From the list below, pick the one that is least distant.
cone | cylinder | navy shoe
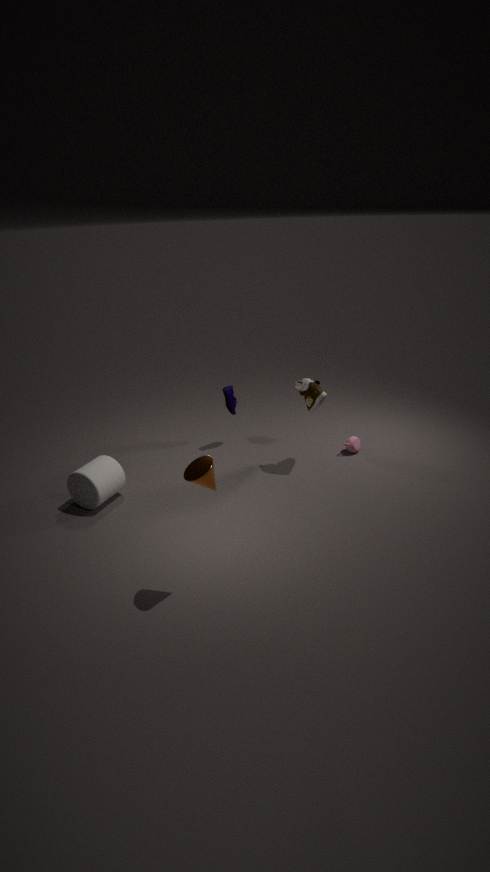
cone
